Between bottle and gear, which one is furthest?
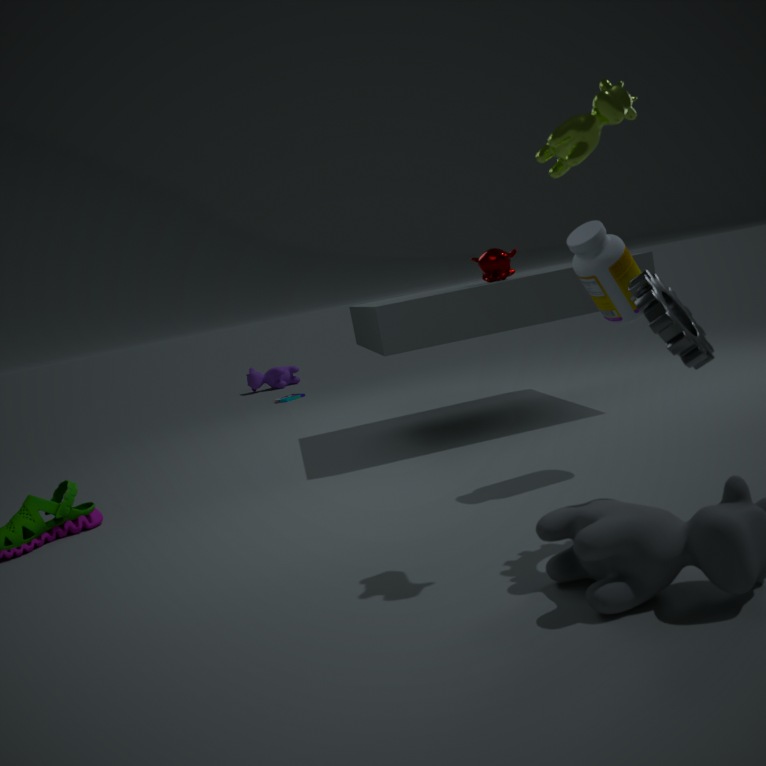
bottle
